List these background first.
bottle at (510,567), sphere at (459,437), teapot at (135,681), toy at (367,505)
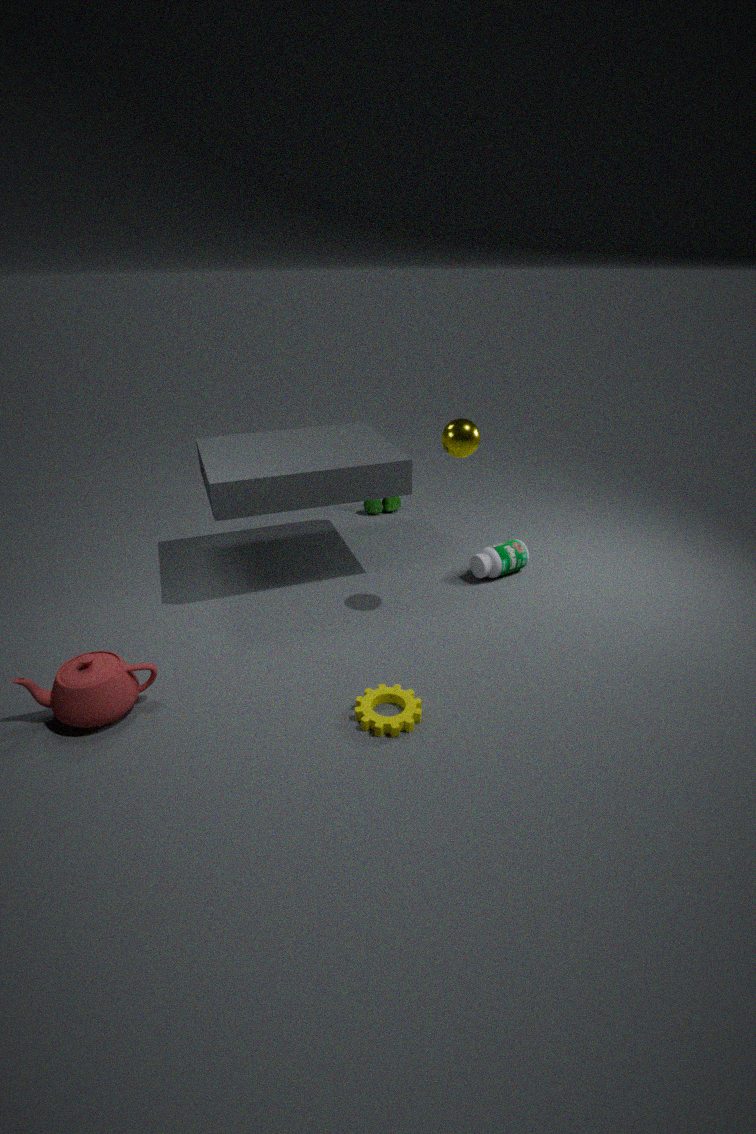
1. toy at (367,505)
2. bottle at (510,567)
3. sphere at (459,437)
4. teapot at (135,681)
